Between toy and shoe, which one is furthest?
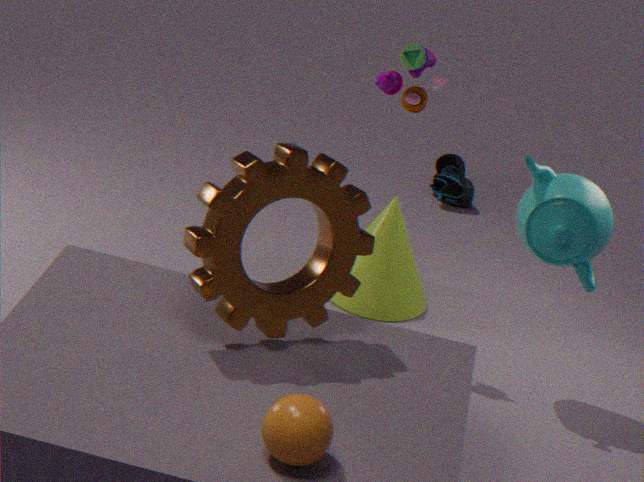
shoe
